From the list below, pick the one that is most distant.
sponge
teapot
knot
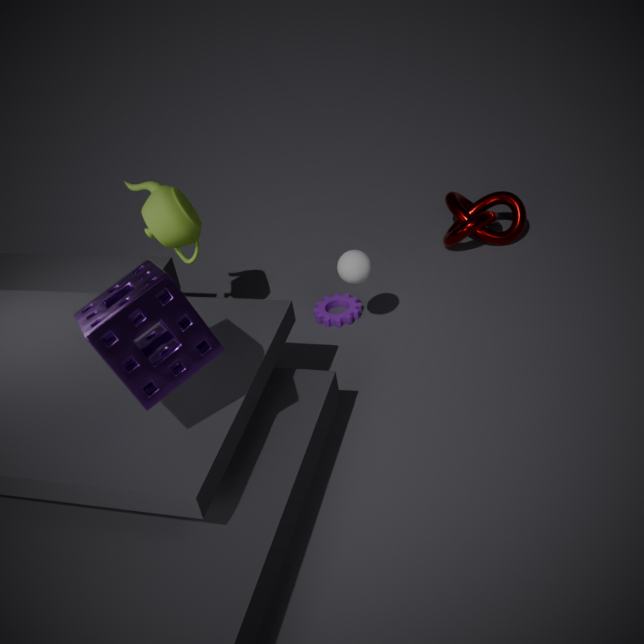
knot
